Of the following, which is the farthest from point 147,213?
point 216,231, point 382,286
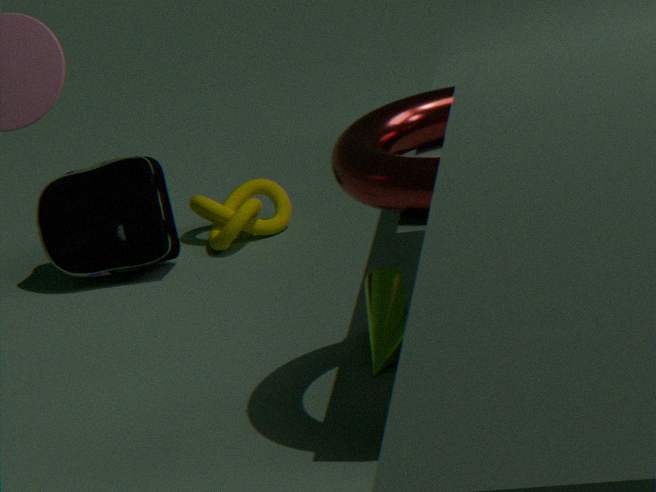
point 382,286
